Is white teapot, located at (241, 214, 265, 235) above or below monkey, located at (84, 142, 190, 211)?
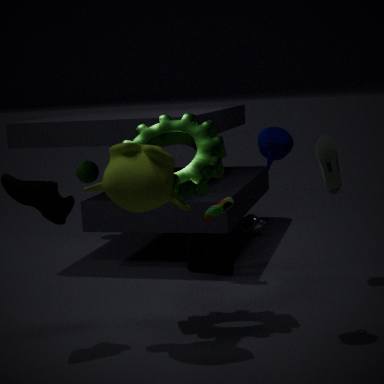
below
